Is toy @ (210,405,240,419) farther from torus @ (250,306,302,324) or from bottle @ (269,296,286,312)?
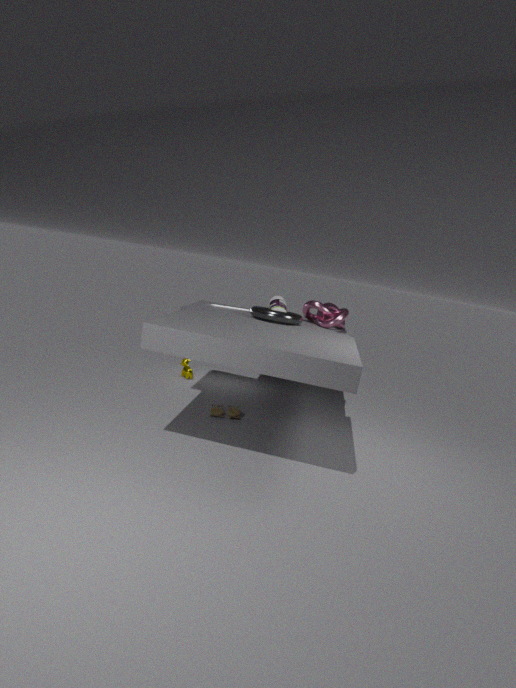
bottle @ (269,296,286,312)
